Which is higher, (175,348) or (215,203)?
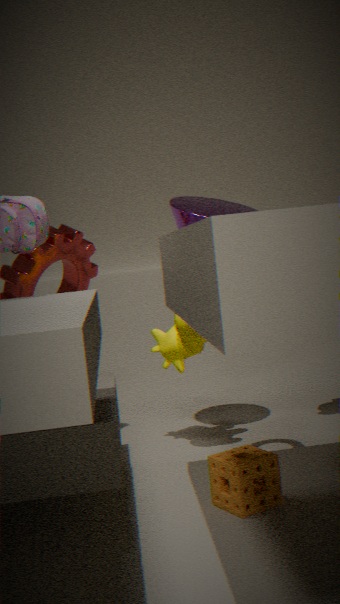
(215,203)
